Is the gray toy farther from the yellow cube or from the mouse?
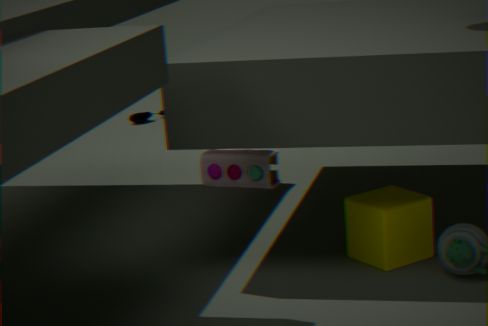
the mouse
